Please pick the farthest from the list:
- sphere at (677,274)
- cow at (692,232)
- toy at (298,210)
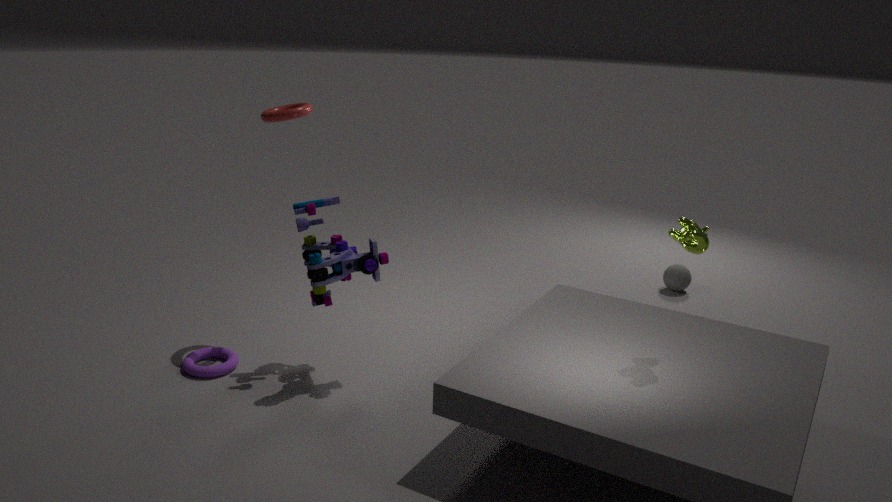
sphere at (677,274)
